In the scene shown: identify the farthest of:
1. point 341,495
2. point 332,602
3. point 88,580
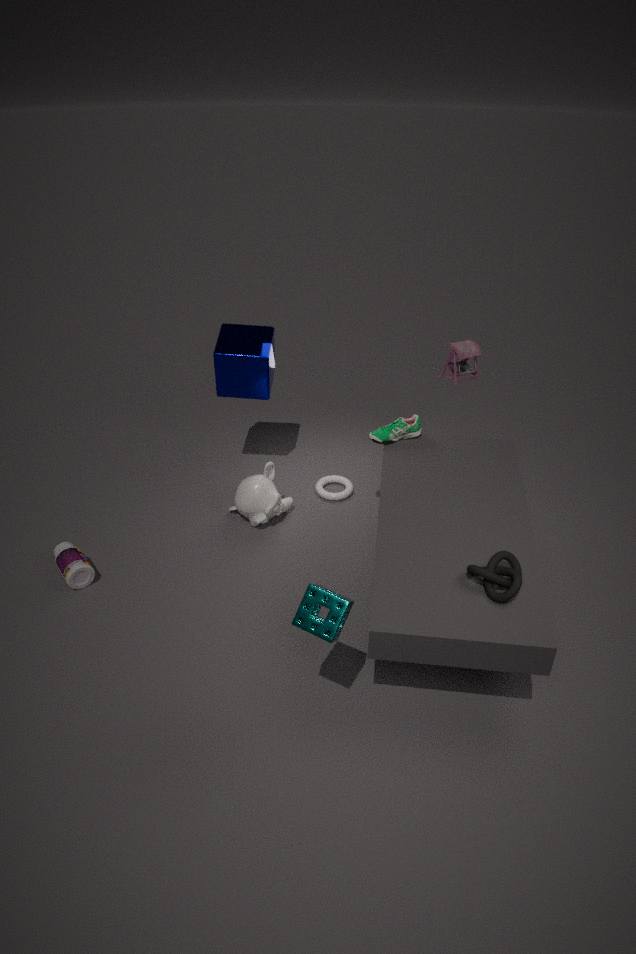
point 341,495
